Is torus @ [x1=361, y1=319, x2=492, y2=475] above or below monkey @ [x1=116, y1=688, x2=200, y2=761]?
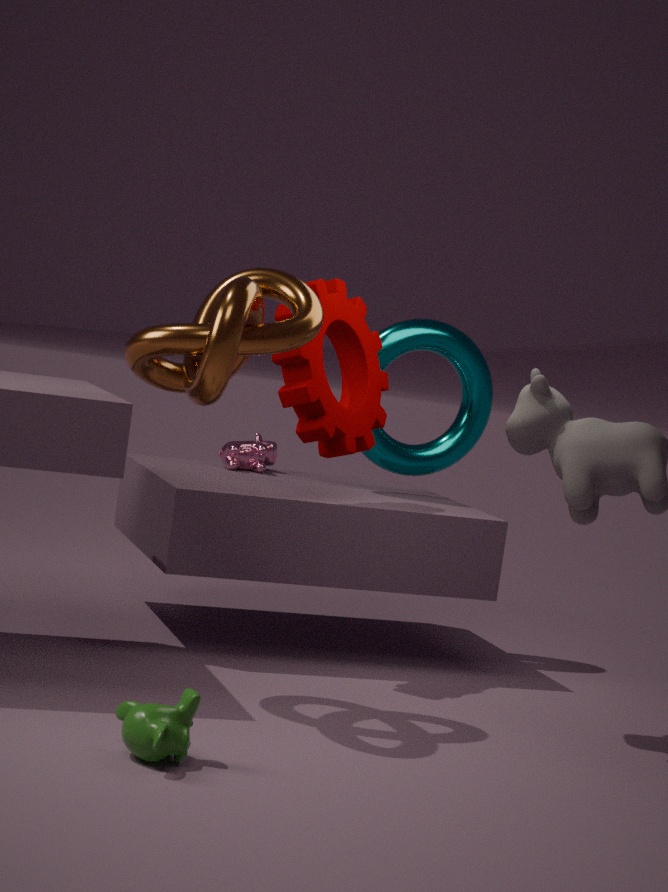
above
